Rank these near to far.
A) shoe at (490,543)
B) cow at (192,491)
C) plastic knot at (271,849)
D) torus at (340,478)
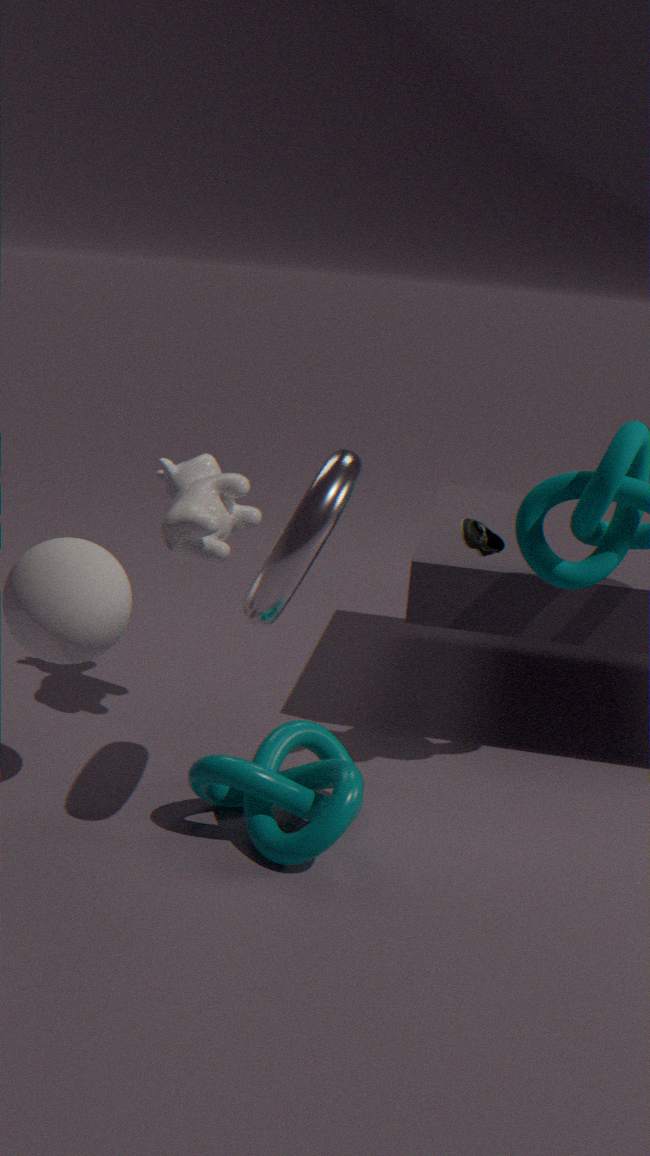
torus at (340,478)
plastic knot at (271,849)
shoe at (490,543)
cow at (192,491)
